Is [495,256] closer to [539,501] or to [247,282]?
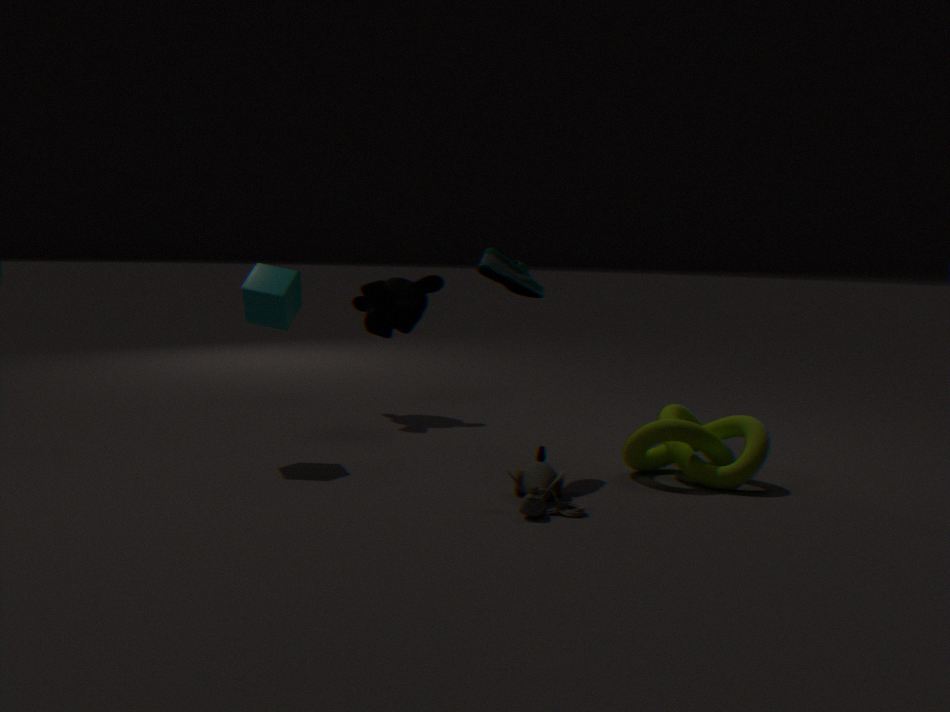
[539,501]
